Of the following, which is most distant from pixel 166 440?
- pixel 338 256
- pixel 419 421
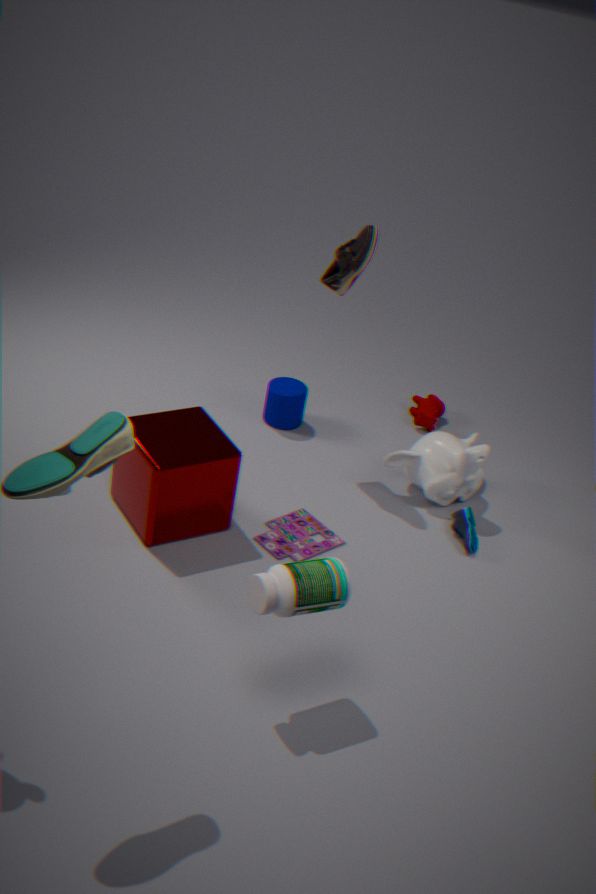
pixel 419 421
